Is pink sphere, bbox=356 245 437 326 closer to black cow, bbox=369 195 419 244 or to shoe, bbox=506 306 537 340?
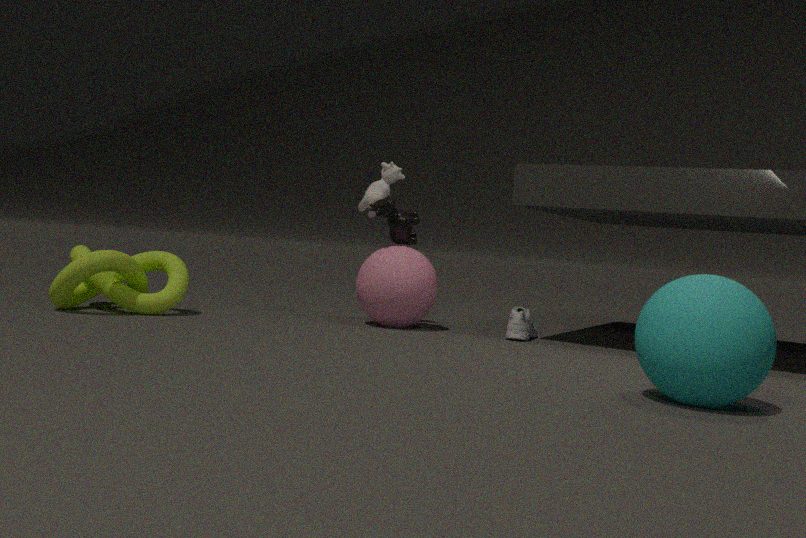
black cow, bbox=369 195 419 244
